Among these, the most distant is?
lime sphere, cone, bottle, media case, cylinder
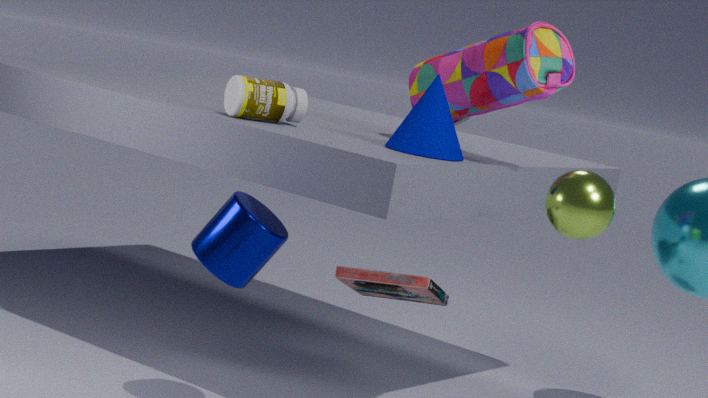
media case
